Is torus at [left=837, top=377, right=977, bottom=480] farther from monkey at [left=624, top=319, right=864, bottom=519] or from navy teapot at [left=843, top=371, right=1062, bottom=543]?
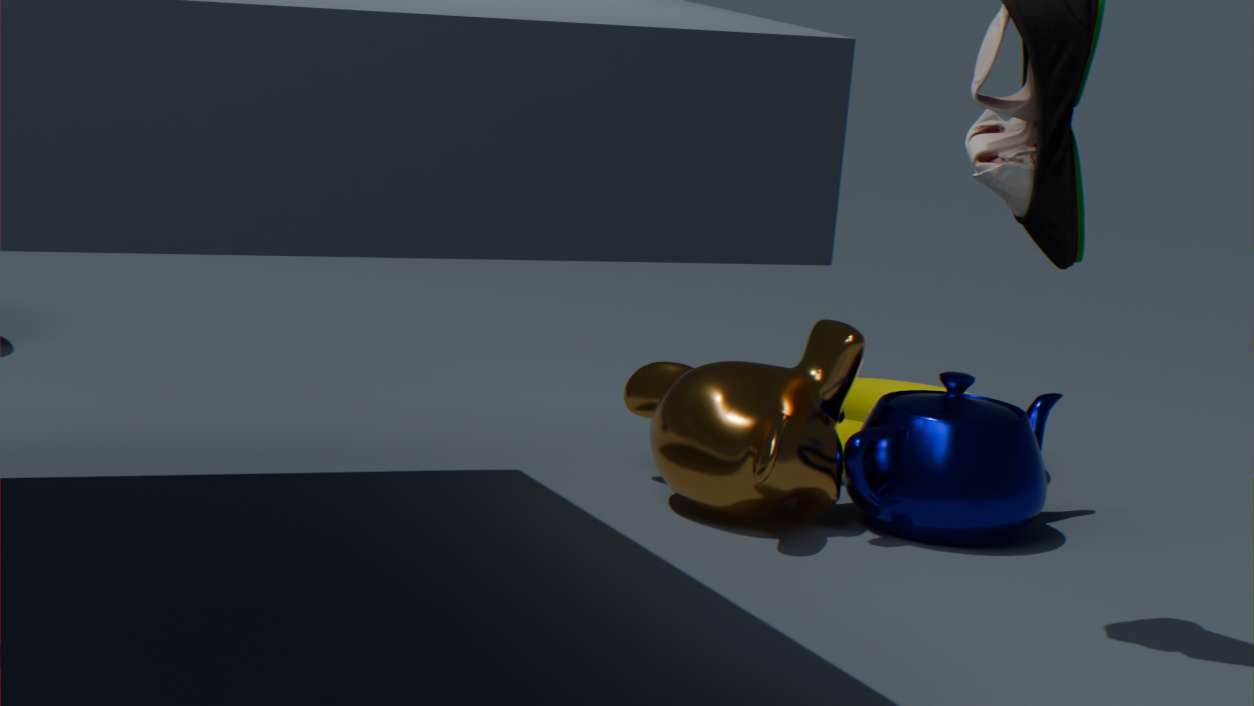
monkey at [left=624, top=319, right=864, bottom=519]
